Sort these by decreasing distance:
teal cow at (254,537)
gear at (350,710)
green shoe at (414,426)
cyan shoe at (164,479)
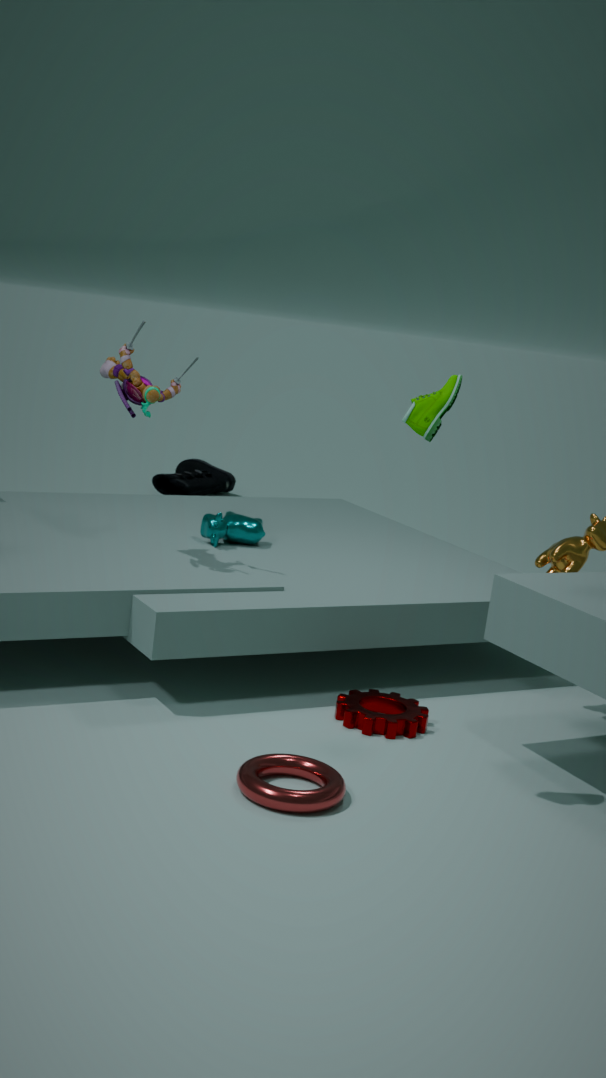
cyan shoe at (164,479), teal cow at (254,537), gear at (350,710), green shoe at (414,426)
